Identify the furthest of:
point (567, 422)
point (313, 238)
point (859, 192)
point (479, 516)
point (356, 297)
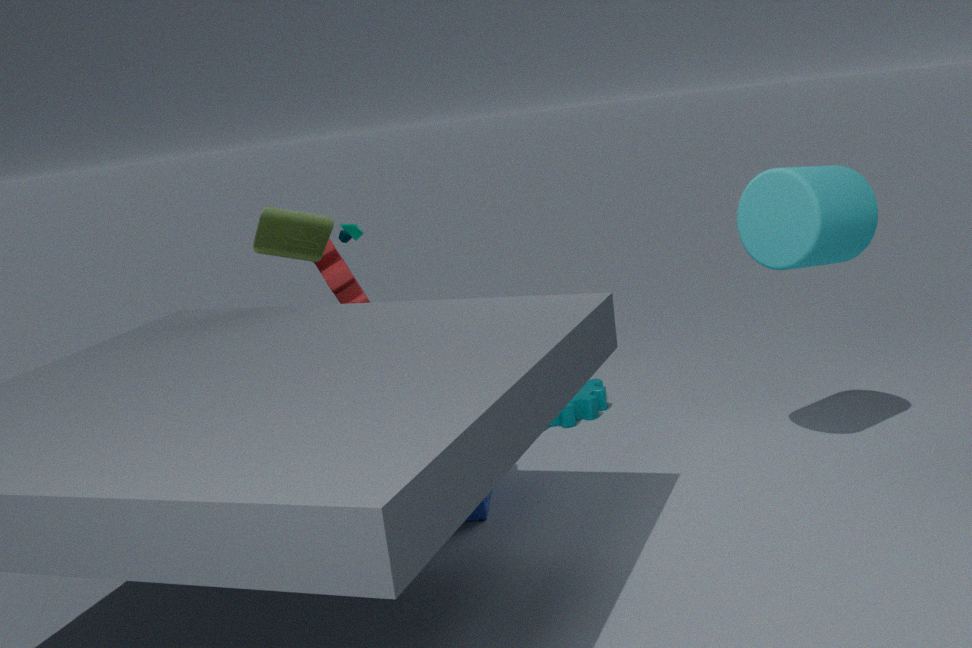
point (567, 422)
